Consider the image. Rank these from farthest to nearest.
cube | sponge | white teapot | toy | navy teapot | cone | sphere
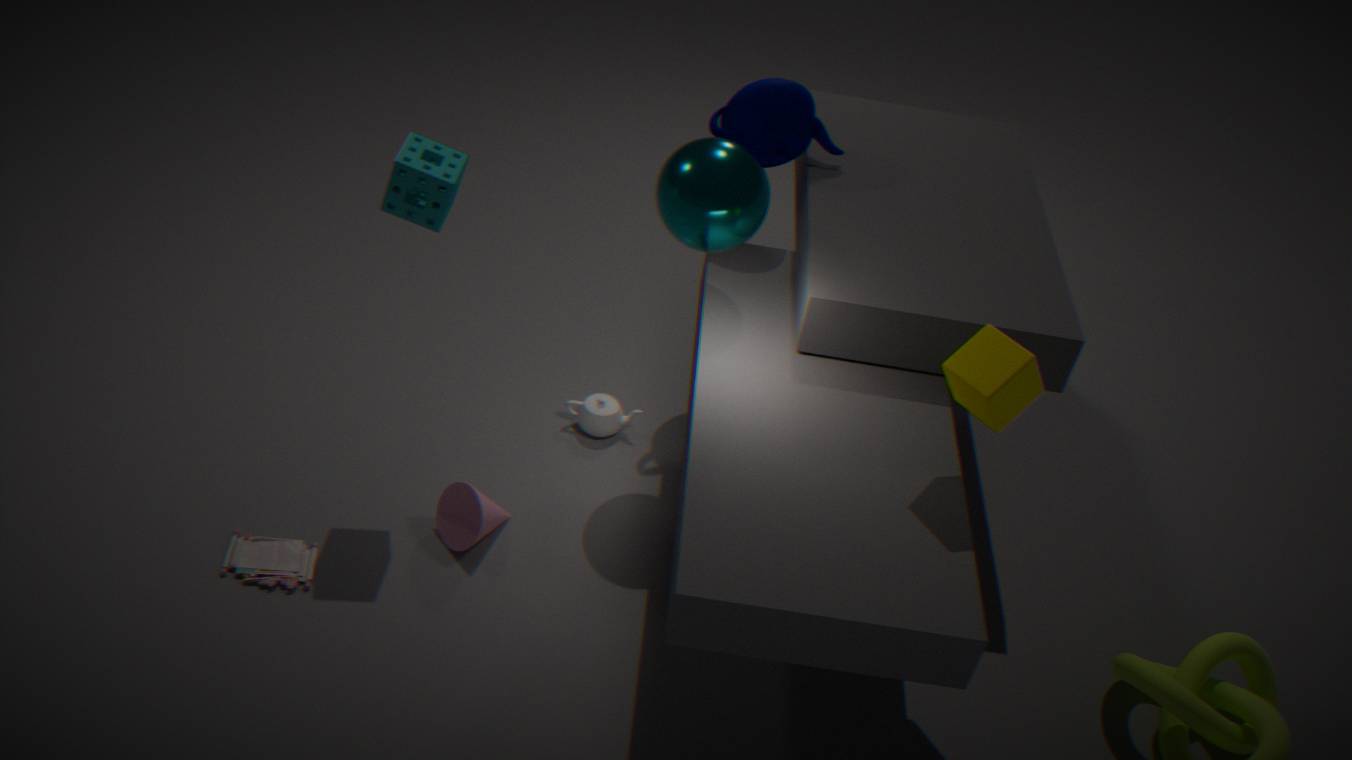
white teapot → navy teapot → cone → sphere → toy → sponge → cube
